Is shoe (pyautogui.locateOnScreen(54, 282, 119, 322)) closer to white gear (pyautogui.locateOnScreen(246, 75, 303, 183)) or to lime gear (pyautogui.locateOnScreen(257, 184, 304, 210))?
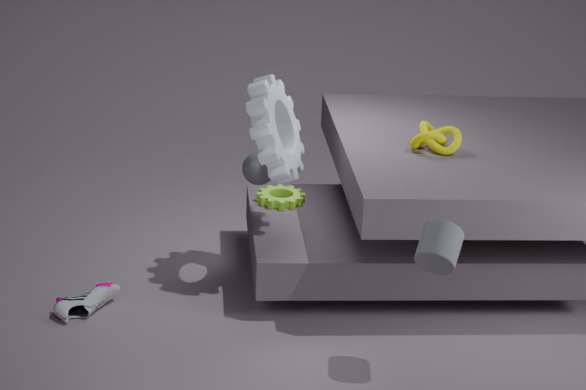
lime gear (pyautogui.locateOnScreen(257, 184, 304, 210))
